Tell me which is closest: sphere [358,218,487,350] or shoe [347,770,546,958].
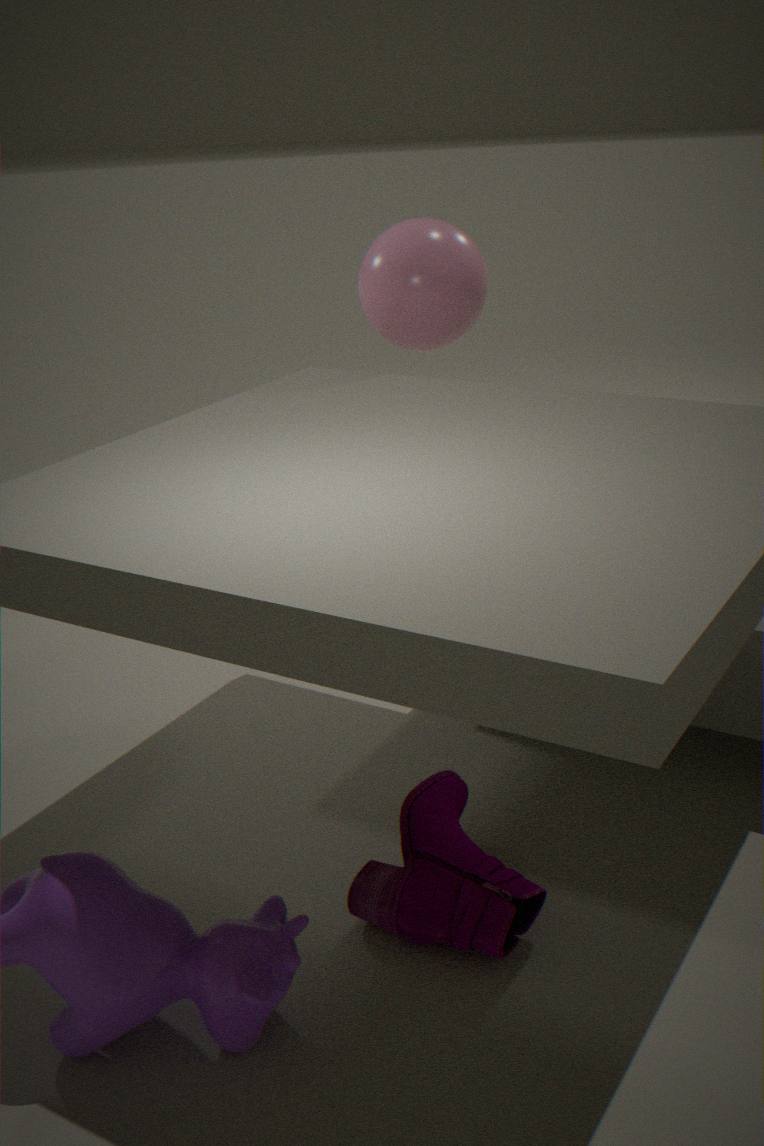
shoe [347,770,546,958]
